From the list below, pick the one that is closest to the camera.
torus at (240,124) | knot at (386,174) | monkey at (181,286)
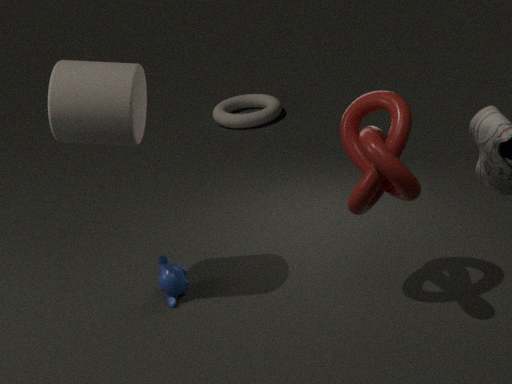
knot at (386,174)
